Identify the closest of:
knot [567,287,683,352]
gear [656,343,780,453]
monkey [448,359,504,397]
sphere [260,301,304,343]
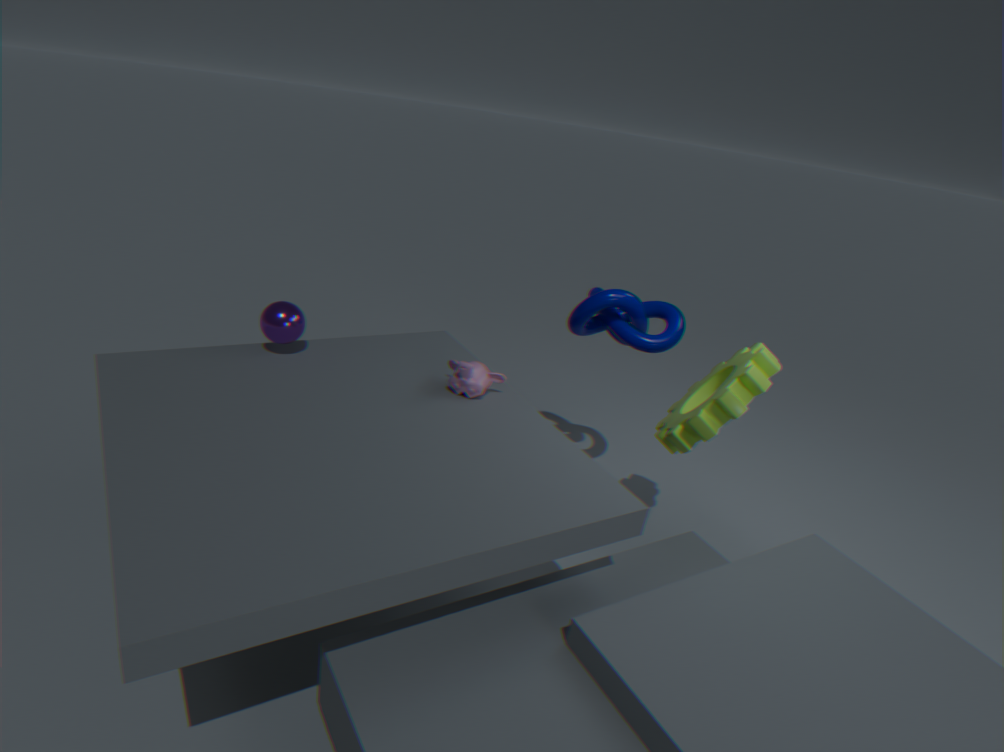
gear [656,343,780,453]
